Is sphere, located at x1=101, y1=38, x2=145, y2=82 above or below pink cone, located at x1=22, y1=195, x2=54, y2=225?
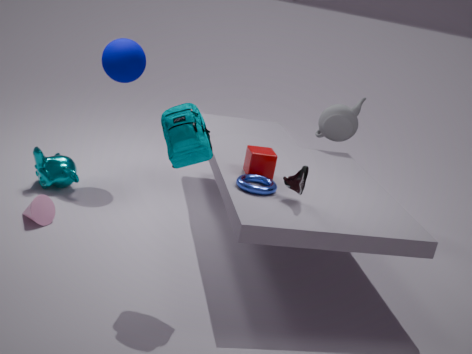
above
